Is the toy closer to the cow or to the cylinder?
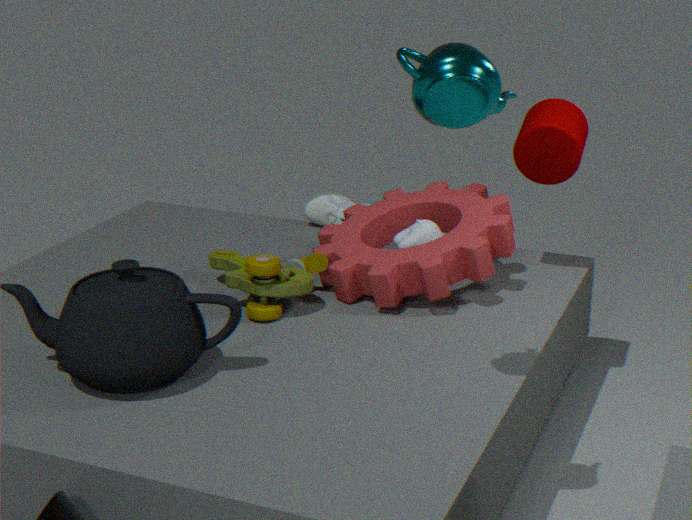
the cow
